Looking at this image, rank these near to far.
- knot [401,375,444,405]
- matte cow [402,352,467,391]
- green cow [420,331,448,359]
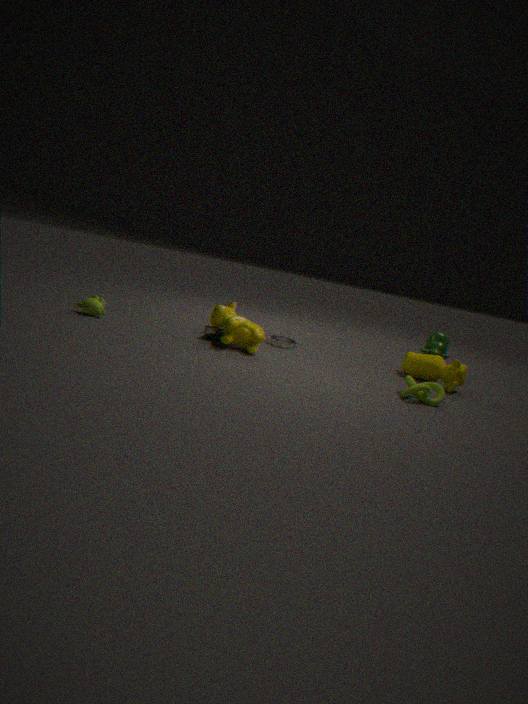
knot [401,375,444,405] < matte cow [402,352,467,391] < green cow [420,331,448,359]
